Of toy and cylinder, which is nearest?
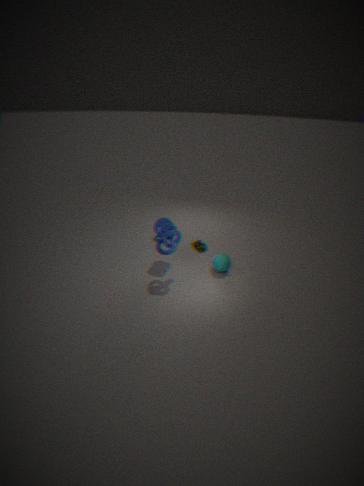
cylinder
